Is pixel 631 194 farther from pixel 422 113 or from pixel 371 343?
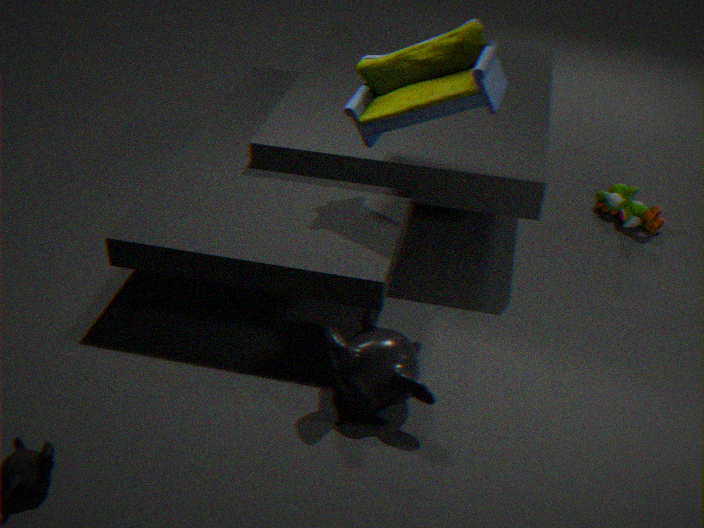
pixel 371 343
